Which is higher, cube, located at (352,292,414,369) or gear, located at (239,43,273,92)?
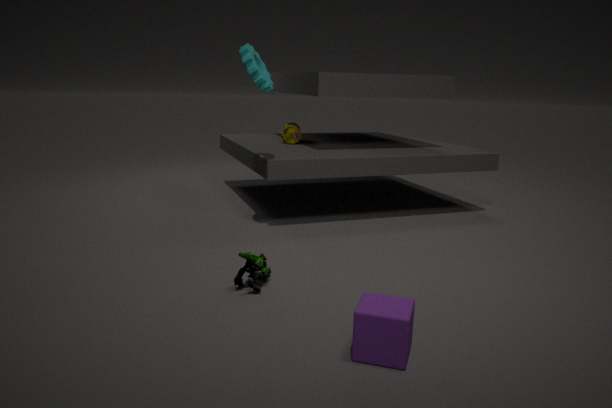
gear, located at (239,43,273,92)
